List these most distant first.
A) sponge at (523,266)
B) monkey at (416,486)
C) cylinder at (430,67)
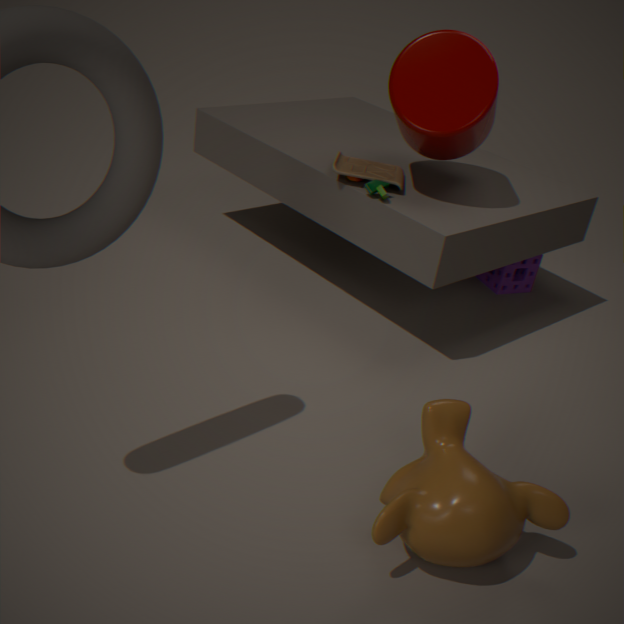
sponge at (523,266)
cylinder at (430,67)
monkey at (416,486)
